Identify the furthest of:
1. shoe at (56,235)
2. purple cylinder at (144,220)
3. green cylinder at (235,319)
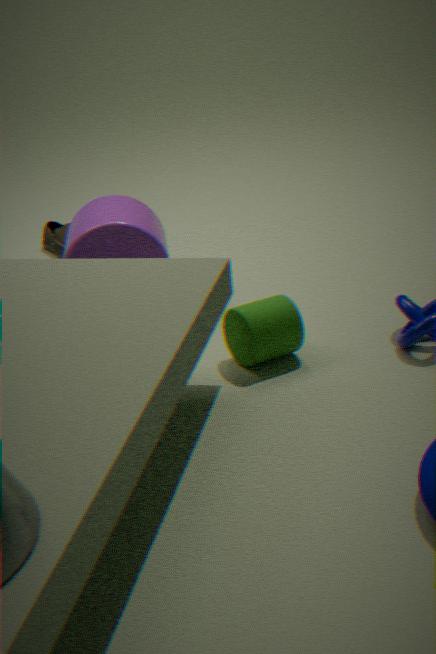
shoe at (56,235)
